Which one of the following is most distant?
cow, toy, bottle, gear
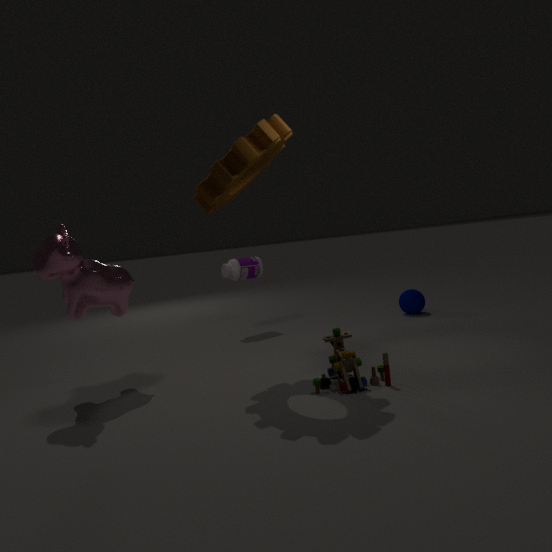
bottle
